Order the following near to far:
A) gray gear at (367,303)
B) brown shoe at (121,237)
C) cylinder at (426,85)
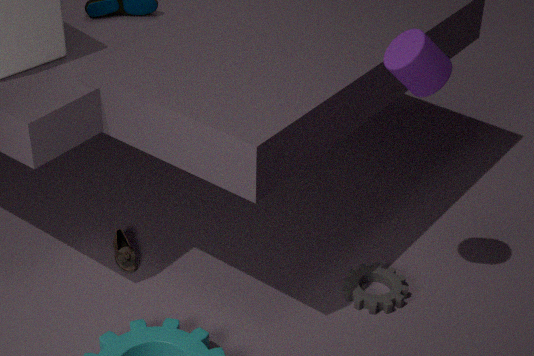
1. cylinder at (426,85)
2. gray gear at (367,303)
3. brown shoe at (121,237)
